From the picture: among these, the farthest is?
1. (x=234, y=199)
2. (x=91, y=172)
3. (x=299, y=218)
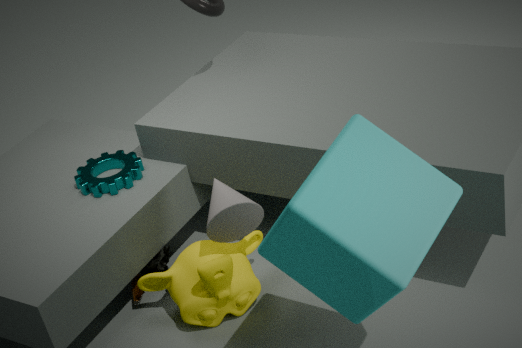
(x=91, y=172)
